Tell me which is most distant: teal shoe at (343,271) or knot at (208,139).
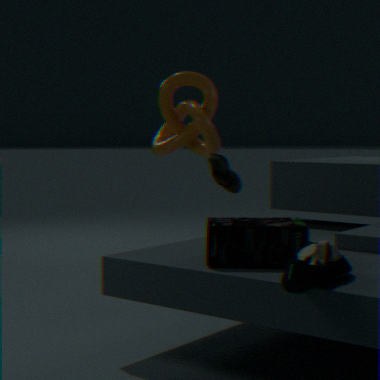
knot at (208,139)
